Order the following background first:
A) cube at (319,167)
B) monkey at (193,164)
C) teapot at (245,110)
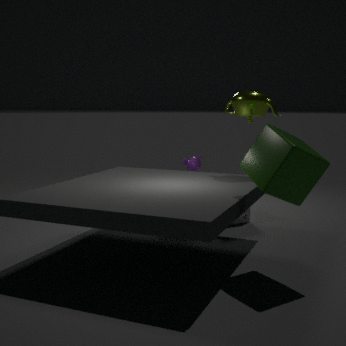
1. monkey at (193,164)
2. teapot at (245,110)
3. cube at (319,167)
